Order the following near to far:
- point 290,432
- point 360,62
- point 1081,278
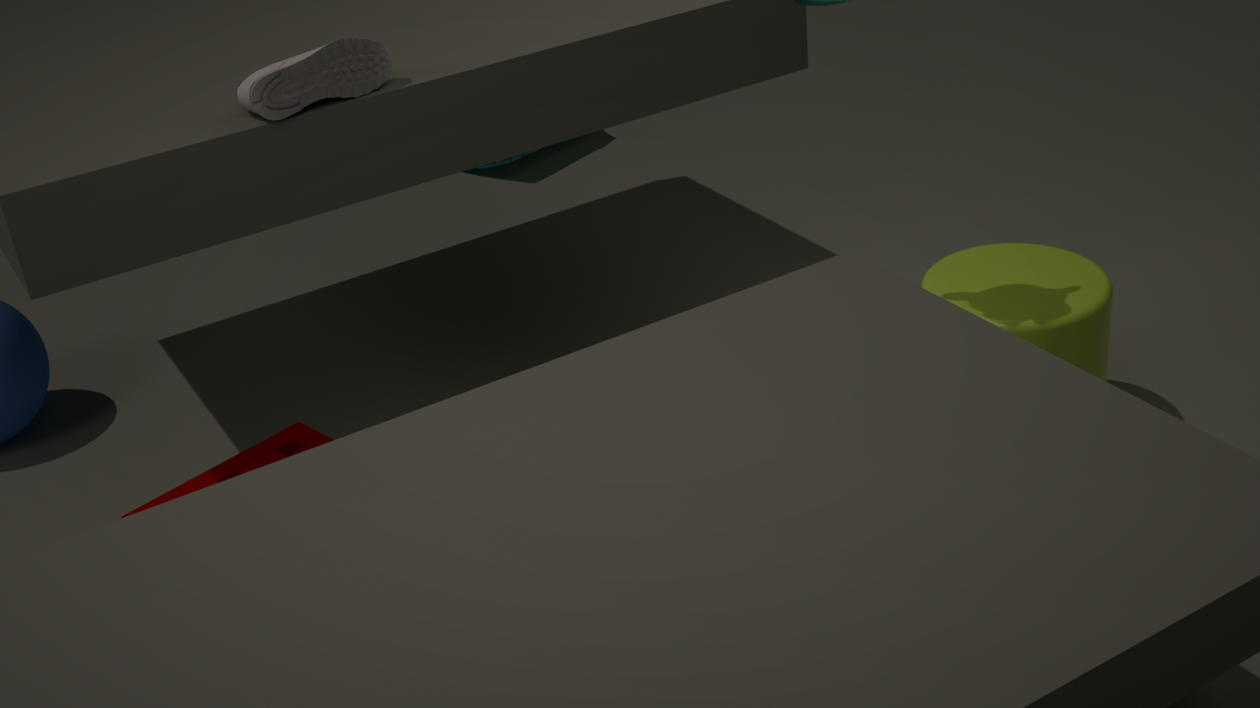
point 360,62 → point 290,432 → point 1081,278
